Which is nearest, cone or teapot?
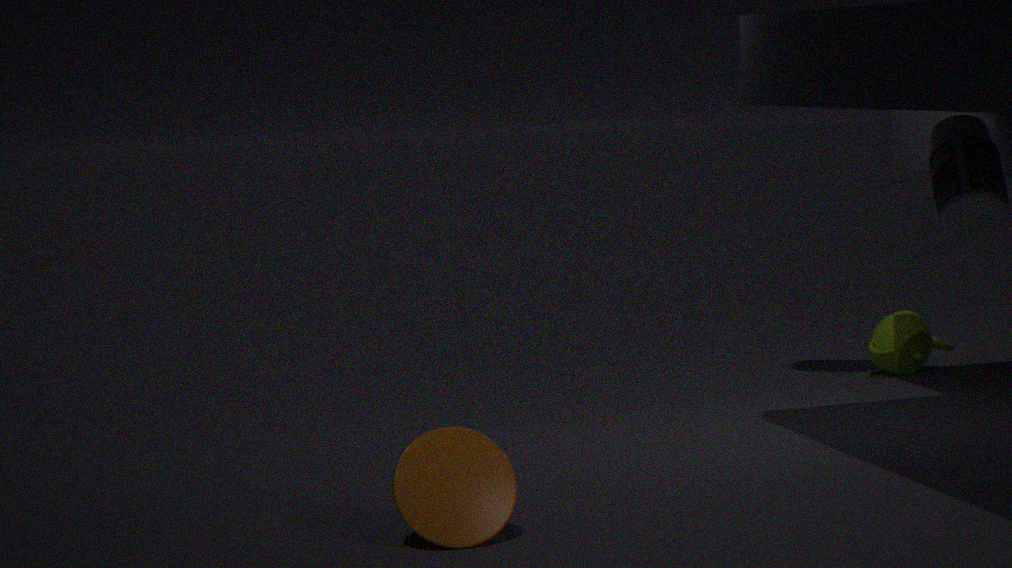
cone
